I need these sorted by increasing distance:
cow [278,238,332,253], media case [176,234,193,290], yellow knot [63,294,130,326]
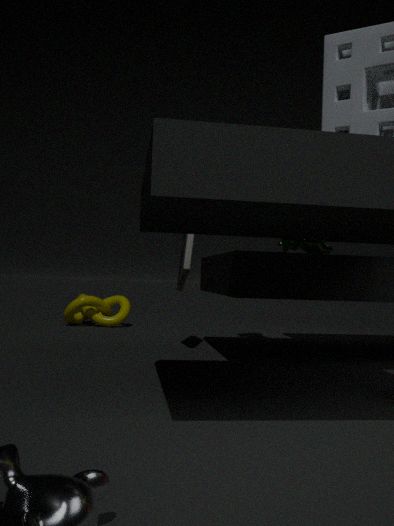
1. cow [278,238,332,253]
2. media case [176,234,193,290]
3. yellow knot [63,294,130,326]
